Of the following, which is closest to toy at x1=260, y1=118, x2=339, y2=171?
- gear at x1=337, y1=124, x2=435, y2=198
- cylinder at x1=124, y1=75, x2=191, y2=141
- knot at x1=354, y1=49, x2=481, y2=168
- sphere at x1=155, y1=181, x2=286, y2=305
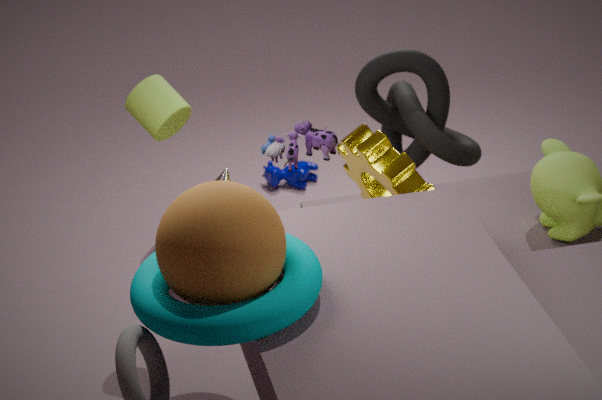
gear at x1=337, y1=124, x2=435, y2=198
